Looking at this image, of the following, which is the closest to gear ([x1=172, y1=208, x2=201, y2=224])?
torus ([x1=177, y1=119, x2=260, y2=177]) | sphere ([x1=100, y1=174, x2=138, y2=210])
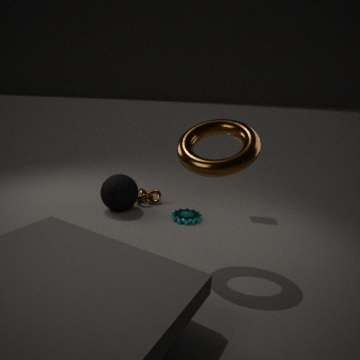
Result: sphere ([x1=100, y1=174, x2=138, y2=210])
